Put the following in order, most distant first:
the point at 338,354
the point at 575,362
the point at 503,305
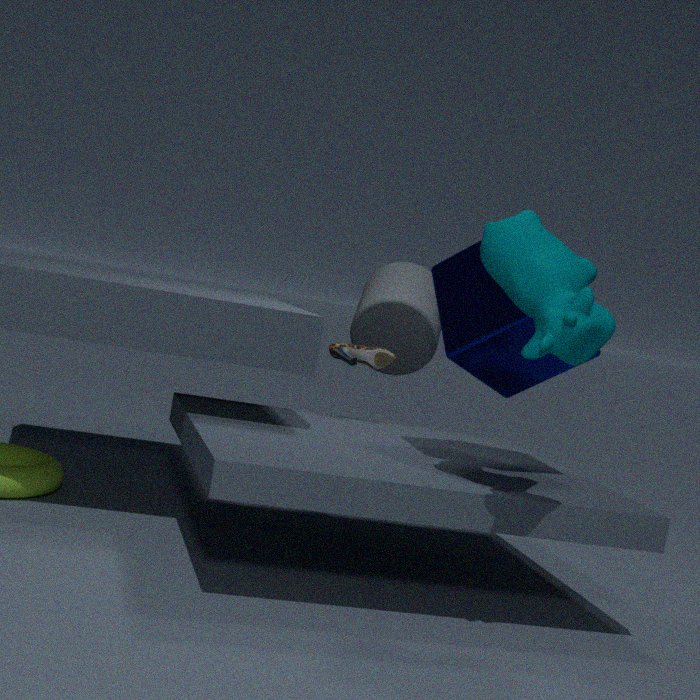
the point at 338,354, the point at 503,305, the point at 575,362
